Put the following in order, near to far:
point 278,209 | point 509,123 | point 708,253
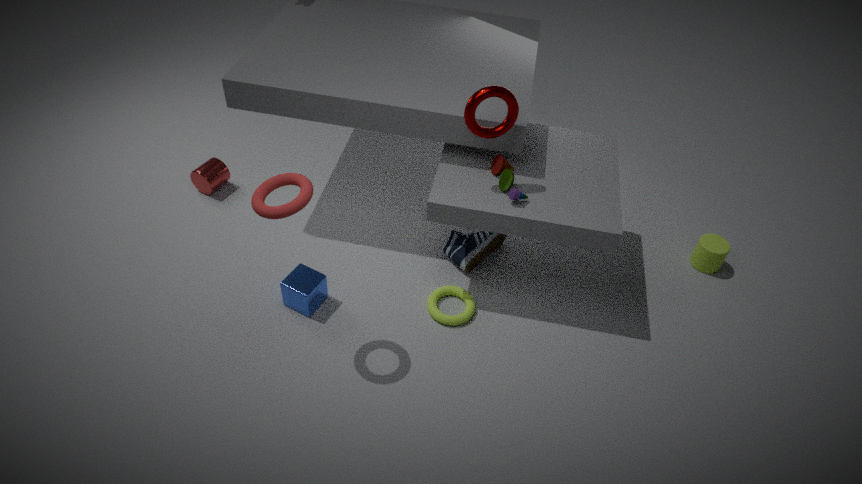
1. point 278,209
2. point 509,123
3. point 708,253
